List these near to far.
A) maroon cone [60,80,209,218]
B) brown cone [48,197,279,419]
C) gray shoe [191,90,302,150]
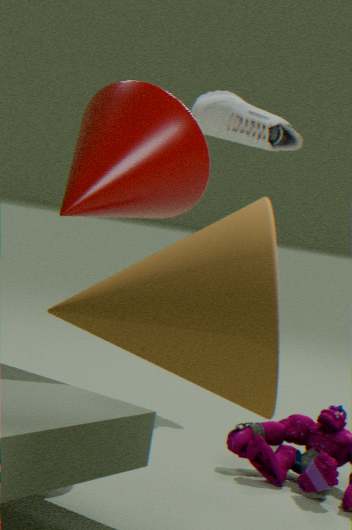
1. brown cone [48,197,279,419]
2. maroon cone [60,80,209,218]
3. gray shoe [191,90,302,150]
